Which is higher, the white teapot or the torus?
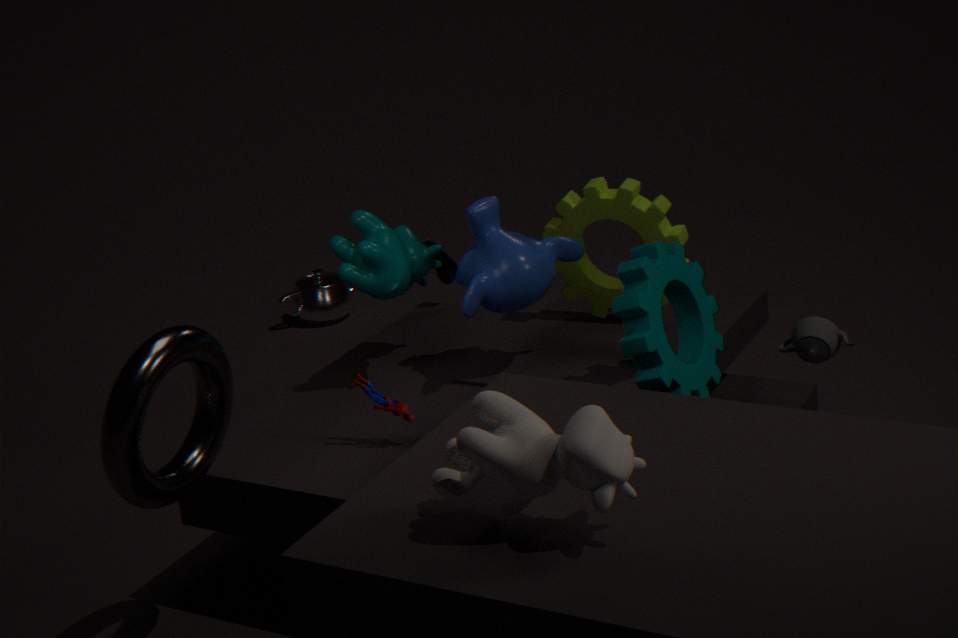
the torus
